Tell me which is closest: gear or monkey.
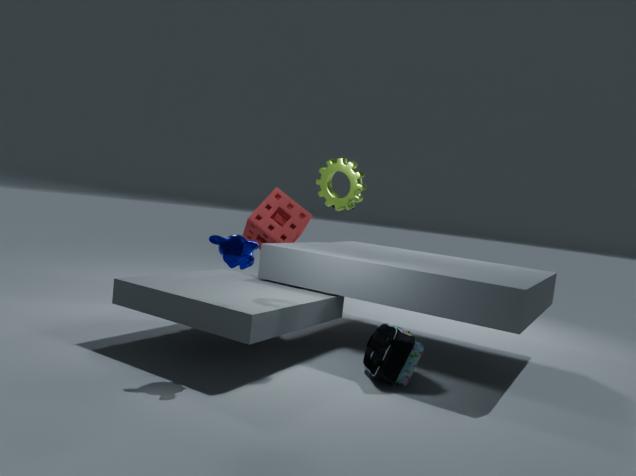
monkey
